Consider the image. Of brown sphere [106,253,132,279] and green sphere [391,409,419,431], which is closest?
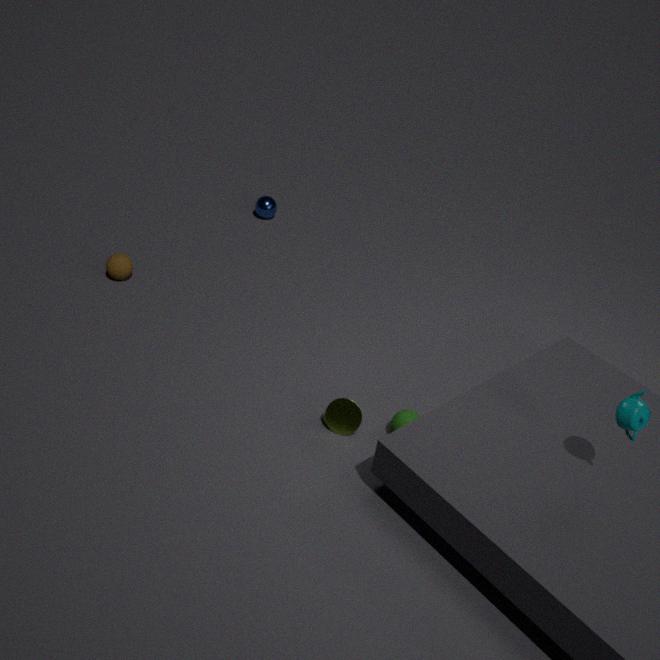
green sphere [391,409,419,431]
